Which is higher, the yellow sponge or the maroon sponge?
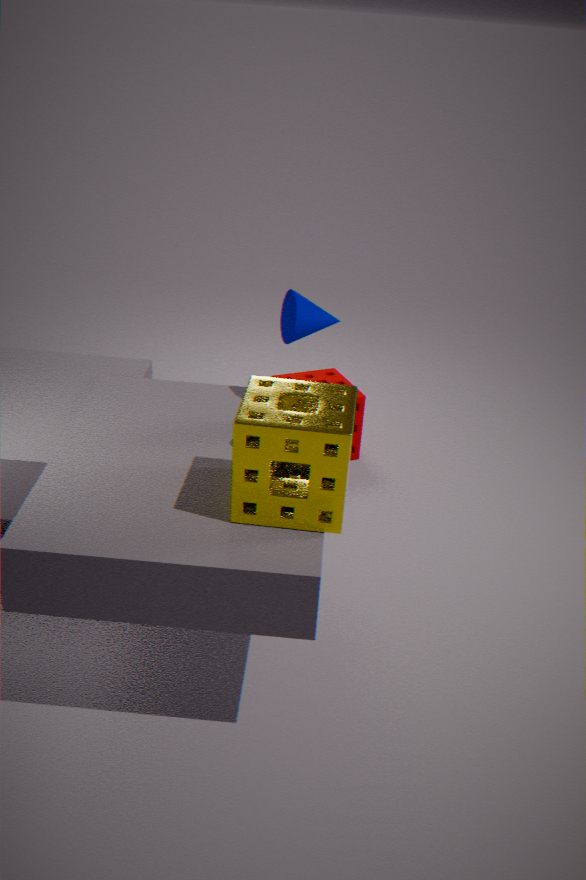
the yellow sponge
